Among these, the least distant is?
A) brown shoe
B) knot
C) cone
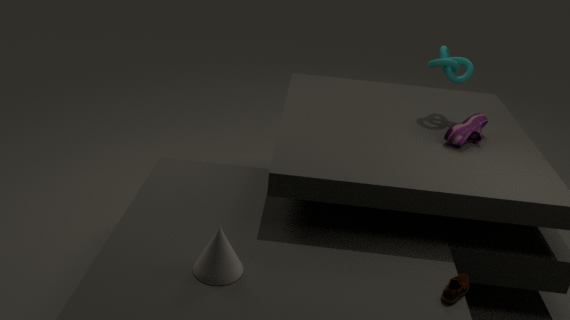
cone
